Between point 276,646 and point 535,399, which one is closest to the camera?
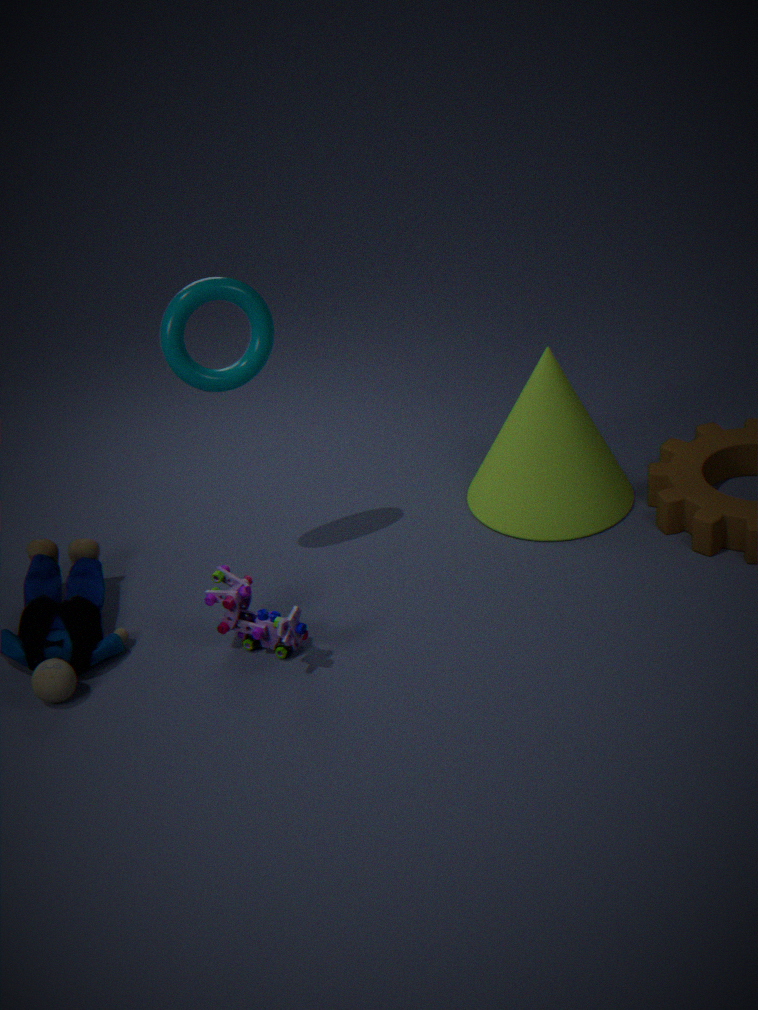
point 276,646
